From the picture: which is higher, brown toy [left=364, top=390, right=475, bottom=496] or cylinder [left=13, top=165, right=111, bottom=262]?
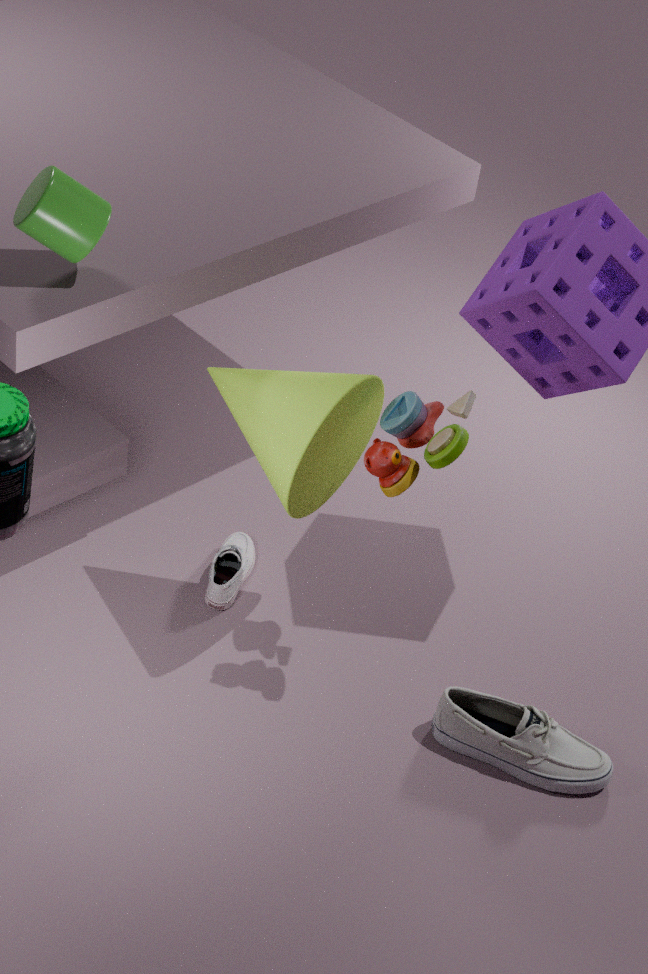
cylinder [left=13, top=165, right=111, bottom=262]
